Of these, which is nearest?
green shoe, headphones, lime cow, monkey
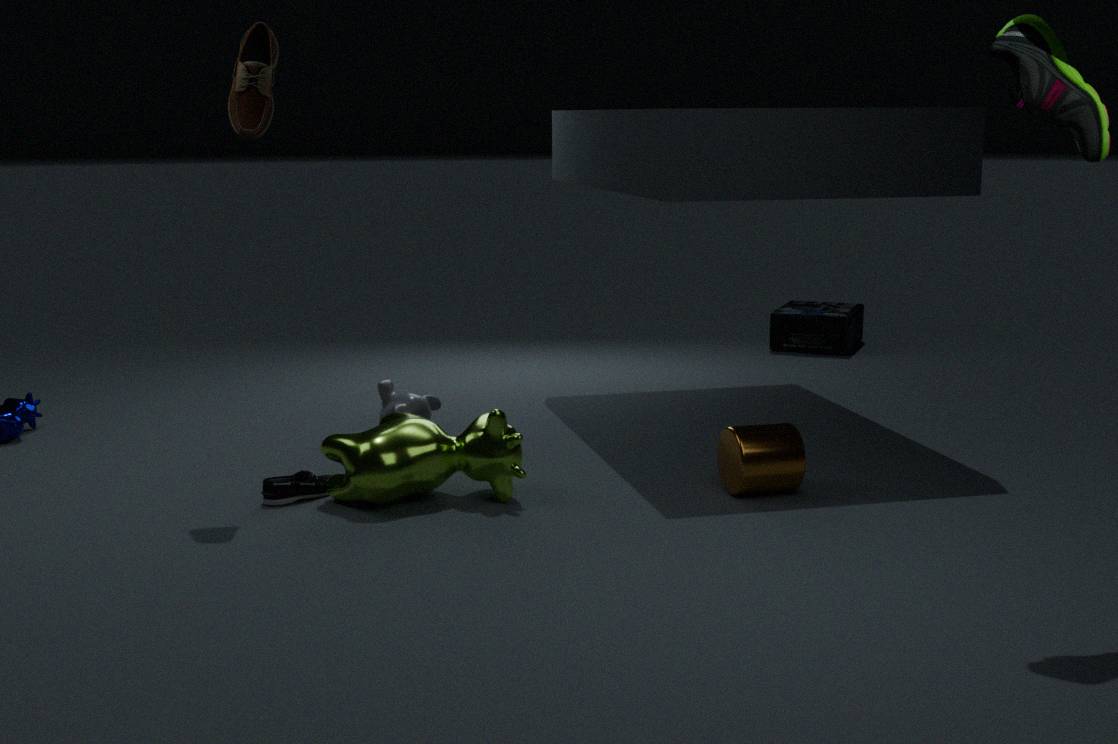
green shoe
